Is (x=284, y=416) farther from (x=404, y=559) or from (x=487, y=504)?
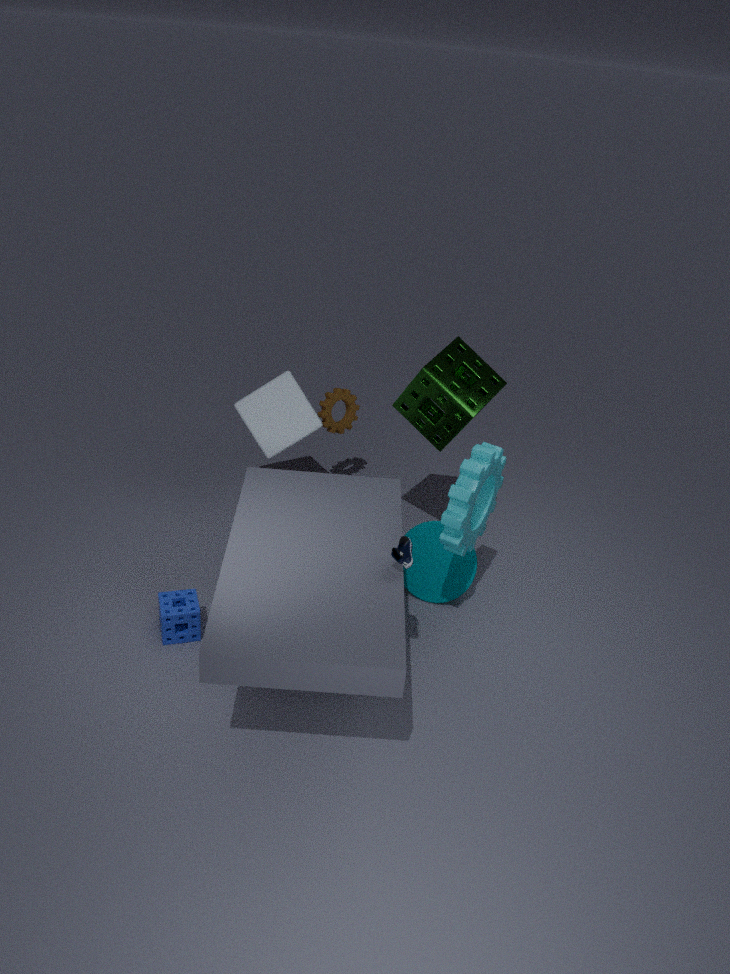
(x=404, y=559)
